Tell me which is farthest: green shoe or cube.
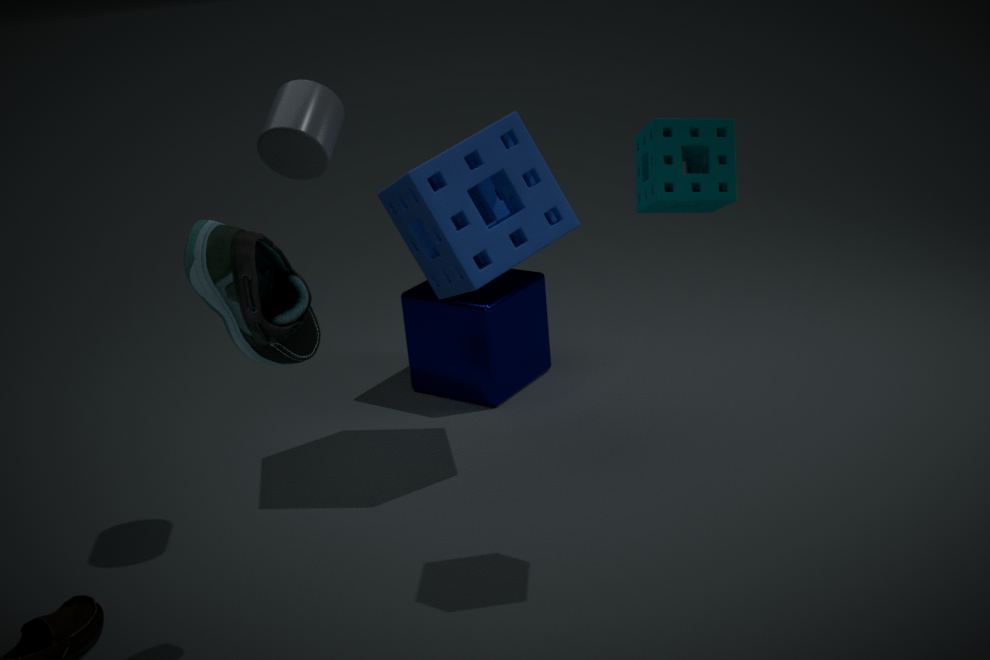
cube
